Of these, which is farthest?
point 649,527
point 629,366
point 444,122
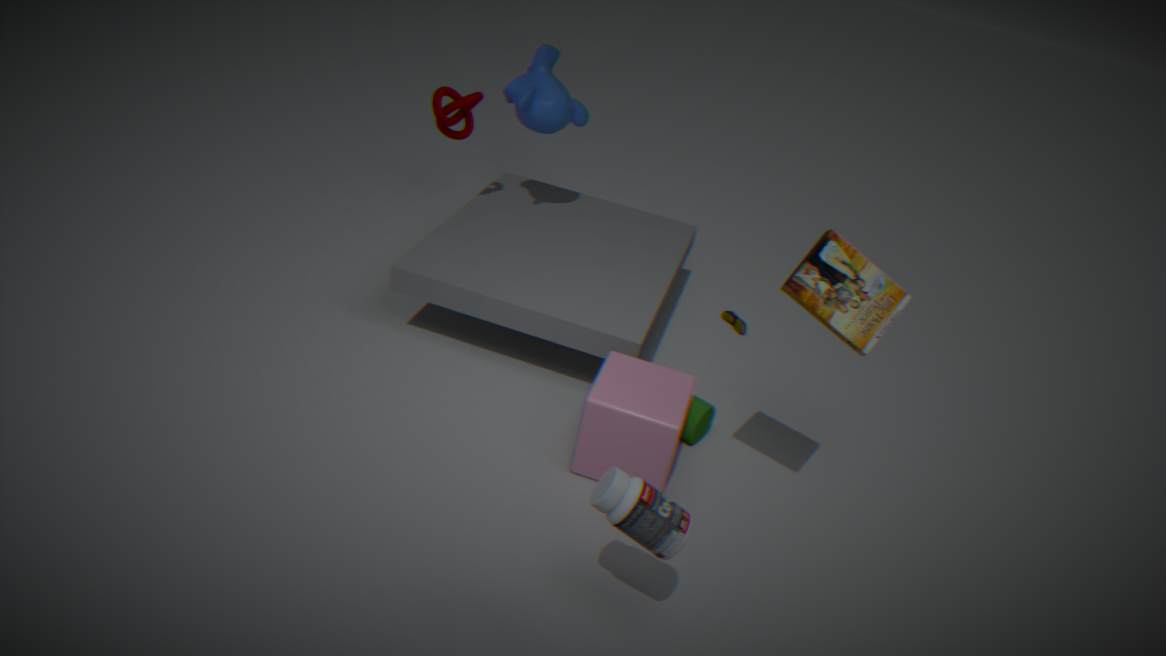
point 444,122
